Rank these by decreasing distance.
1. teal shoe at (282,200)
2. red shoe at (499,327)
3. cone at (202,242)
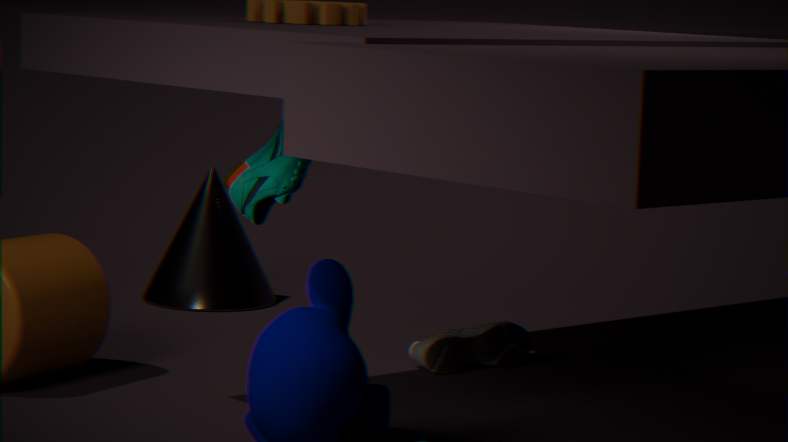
cone at (202,242) < red shoe at (499,327) < teal shoe at (282,200)
